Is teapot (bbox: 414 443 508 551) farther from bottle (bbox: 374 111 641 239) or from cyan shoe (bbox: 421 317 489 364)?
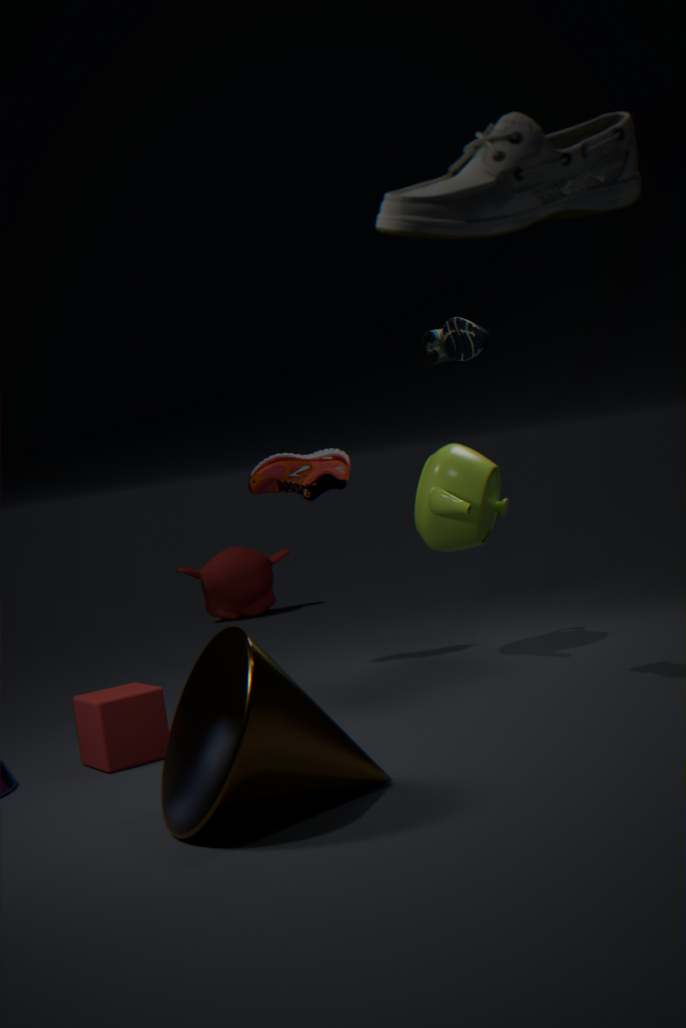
bottle (bbox: 374 111 641 239)
